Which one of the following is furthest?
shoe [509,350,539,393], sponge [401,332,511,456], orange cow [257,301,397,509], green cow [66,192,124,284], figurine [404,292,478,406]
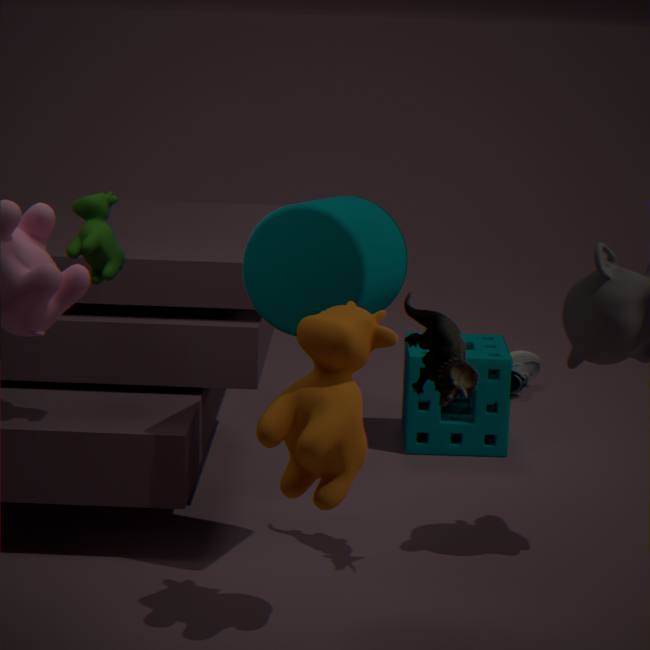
shoe [509,350,539,393]
